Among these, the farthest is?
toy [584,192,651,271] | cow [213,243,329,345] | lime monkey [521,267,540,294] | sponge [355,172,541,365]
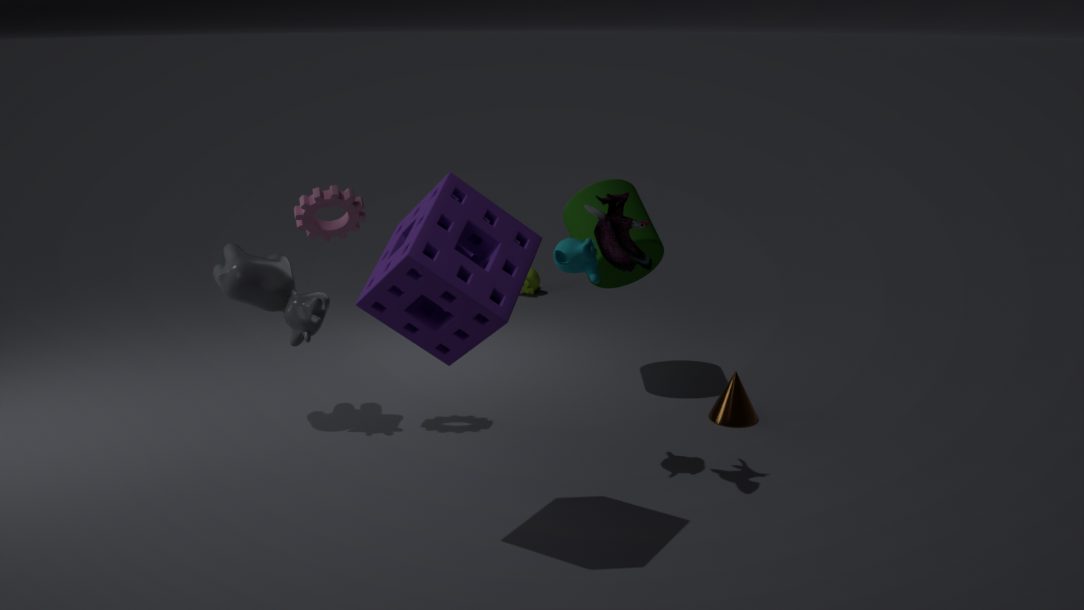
lime monkey [521,267,540,294]
